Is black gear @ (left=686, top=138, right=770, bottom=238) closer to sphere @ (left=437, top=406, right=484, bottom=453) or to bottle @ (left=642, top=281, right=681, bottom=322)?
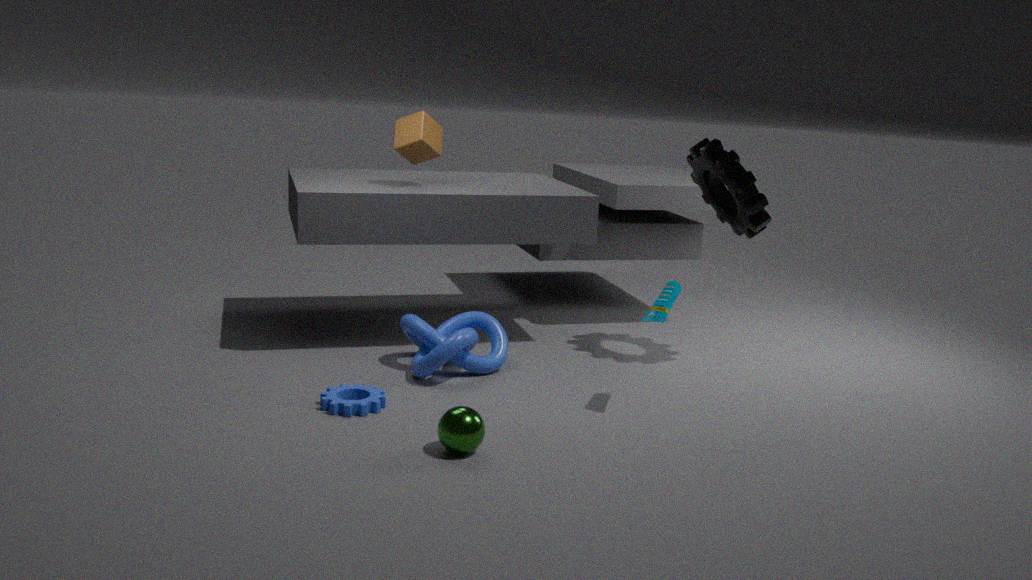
bottle @ (left=642, top=281, right=681, bottom=322)
